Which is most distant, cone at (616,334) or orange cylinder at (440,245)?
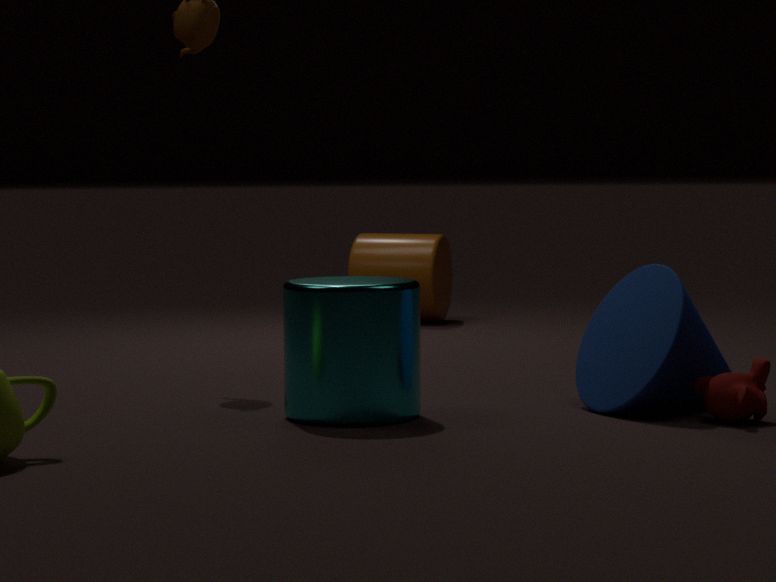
orange cylinder at (440,245)
